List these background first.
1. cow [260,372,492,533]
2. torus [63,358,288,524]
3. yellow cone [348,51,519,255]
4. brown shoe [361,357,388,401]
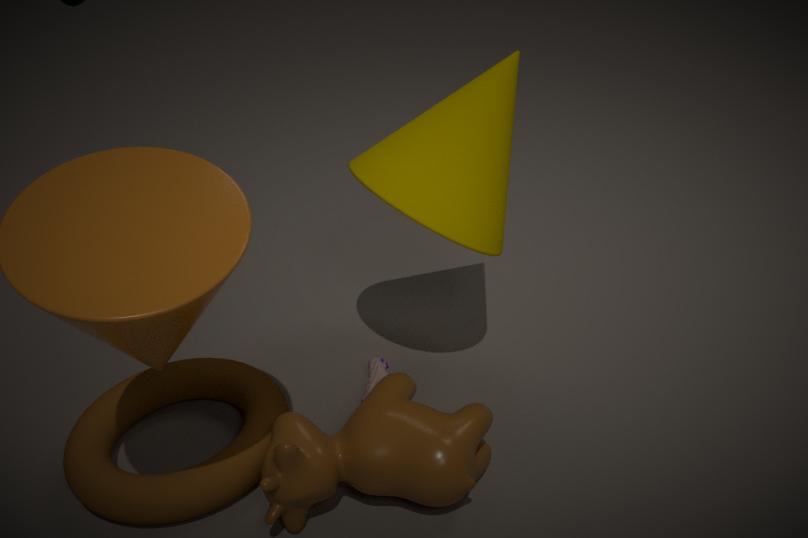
brown shoe [361,357,388,401] < yellow cone [348,51,519,255] < torus [63,358,288,524] < cow [260,372,492,533]
